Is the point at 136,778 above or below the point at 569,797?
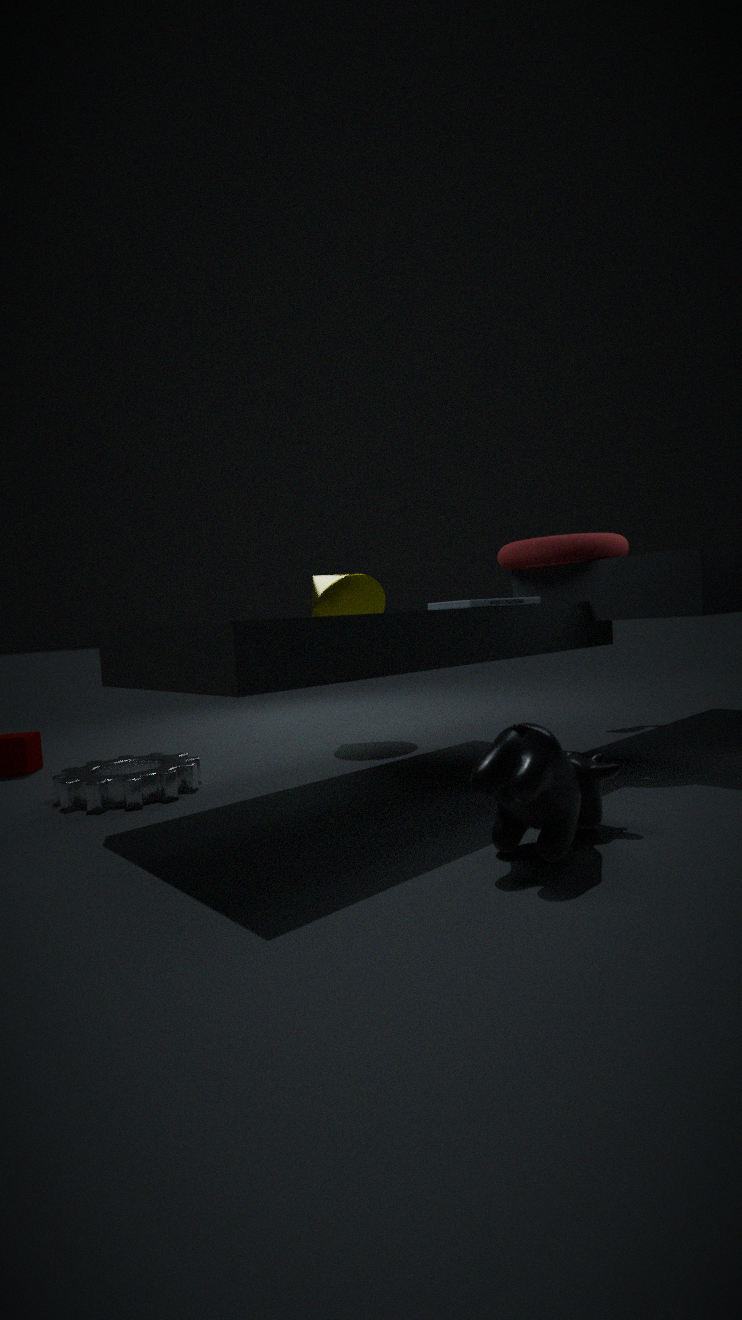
below
